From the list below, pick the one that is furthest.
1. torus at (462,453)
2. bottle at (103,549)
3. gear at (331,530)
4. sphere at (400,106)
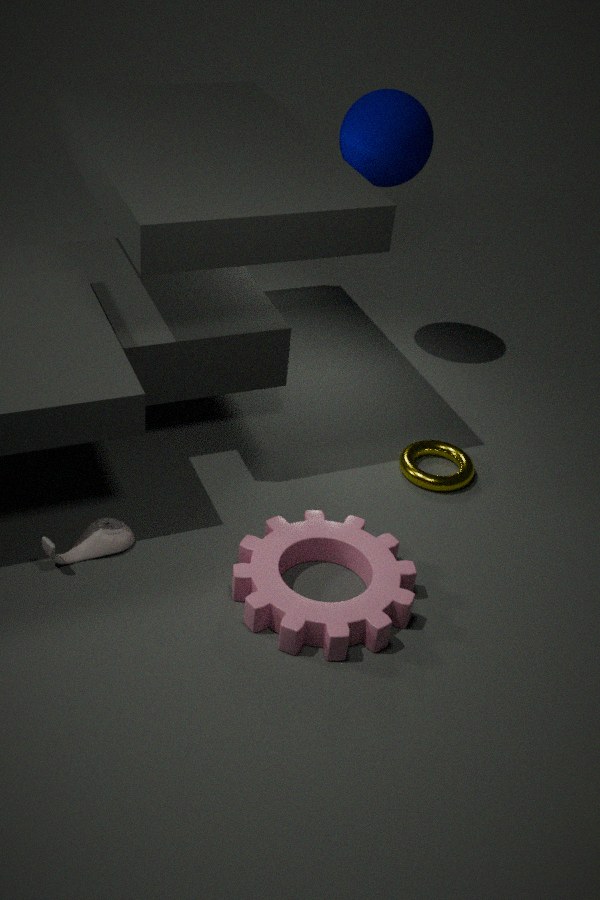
sphere at (400,106)
